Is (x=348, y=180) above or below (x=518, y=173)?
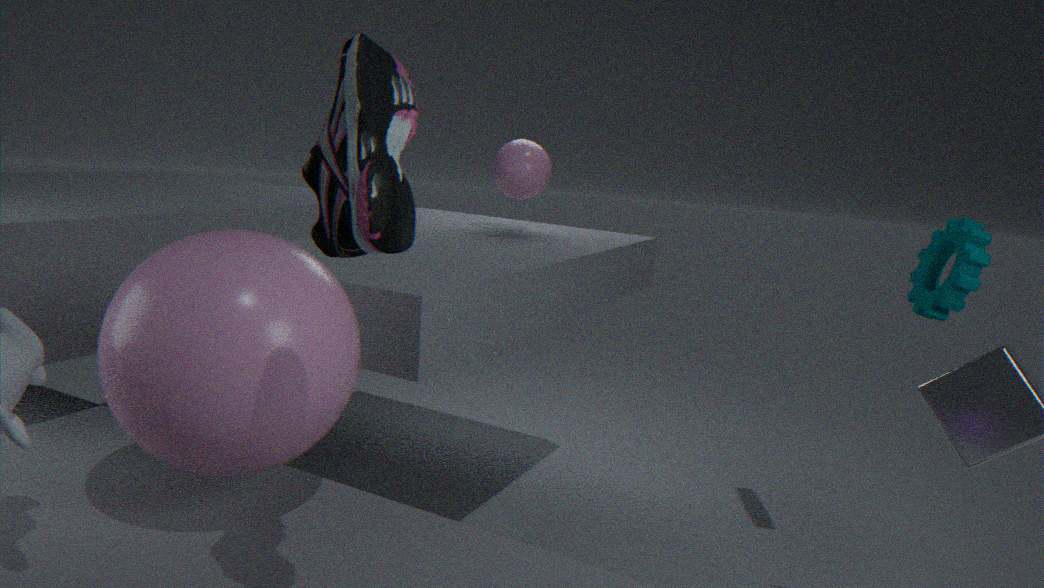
above
